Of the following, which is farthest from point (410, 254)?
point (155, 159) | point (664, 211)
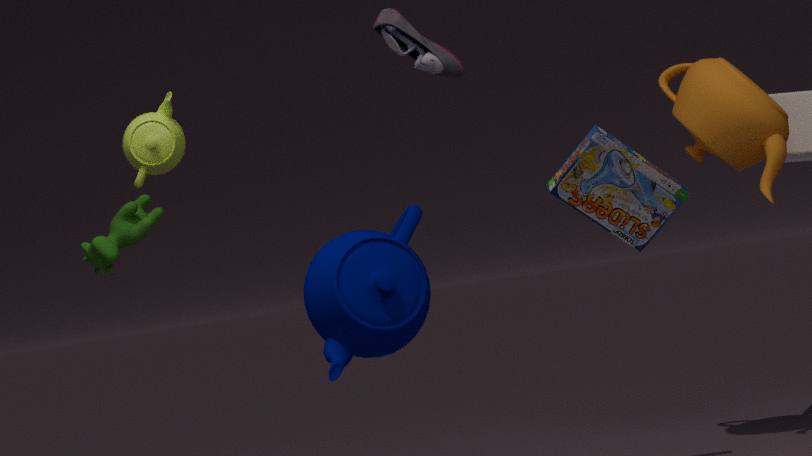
point (155, 159)
